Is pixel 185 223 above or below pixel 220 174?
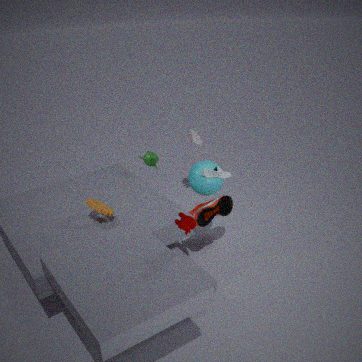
below
